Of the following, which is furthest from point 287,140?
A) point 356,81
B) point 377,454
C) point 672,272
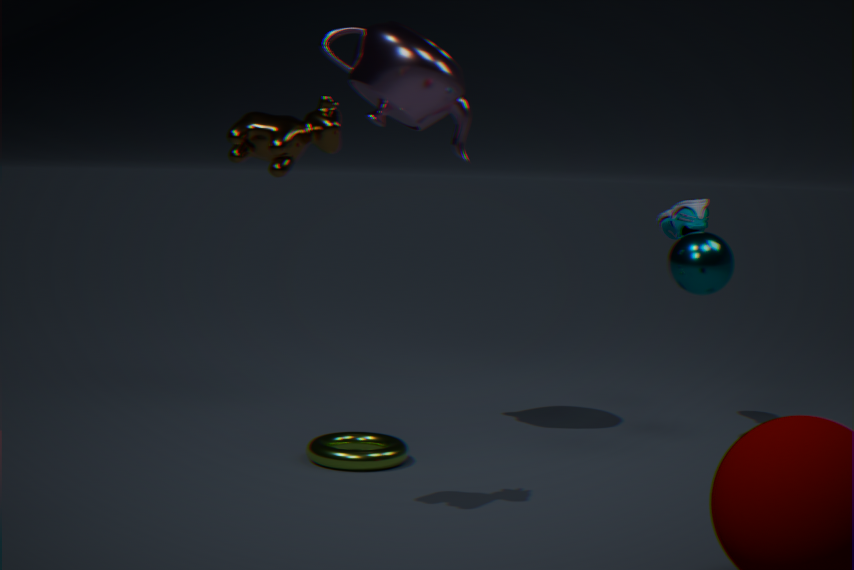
point 672,272
